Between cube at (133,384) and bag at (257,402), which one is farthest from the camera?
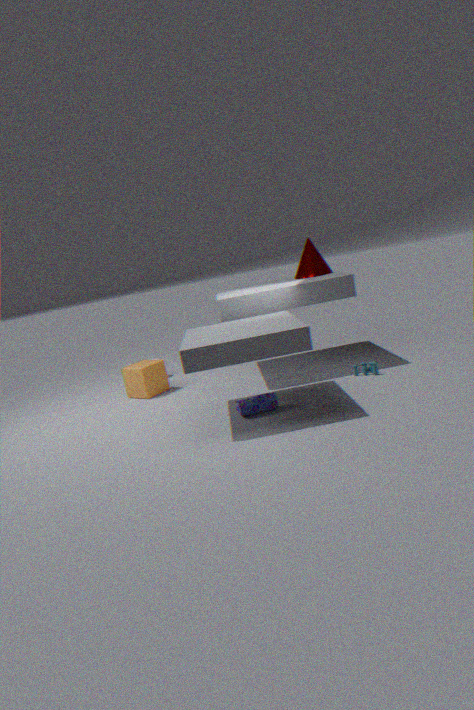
cube at (133,384)
